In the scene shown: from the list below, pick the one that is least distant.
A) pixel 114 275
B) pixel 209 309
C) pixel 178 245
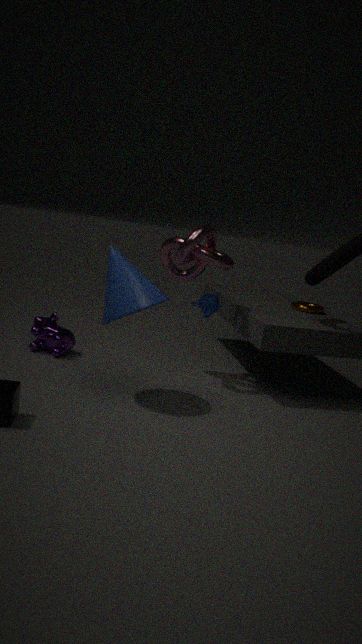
pixel 114 275
